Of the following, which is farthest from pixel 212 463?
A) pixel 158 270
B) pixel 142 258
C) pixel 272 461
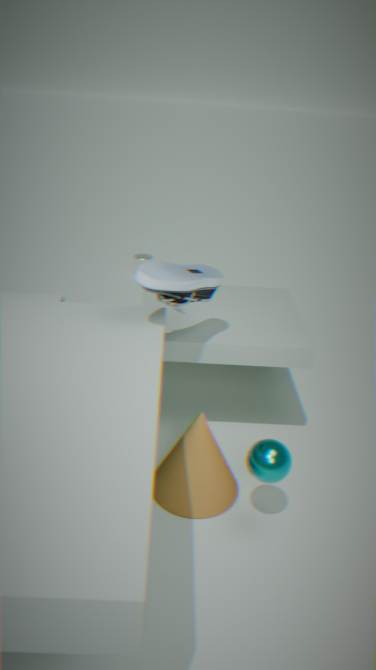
pixel 142 258
